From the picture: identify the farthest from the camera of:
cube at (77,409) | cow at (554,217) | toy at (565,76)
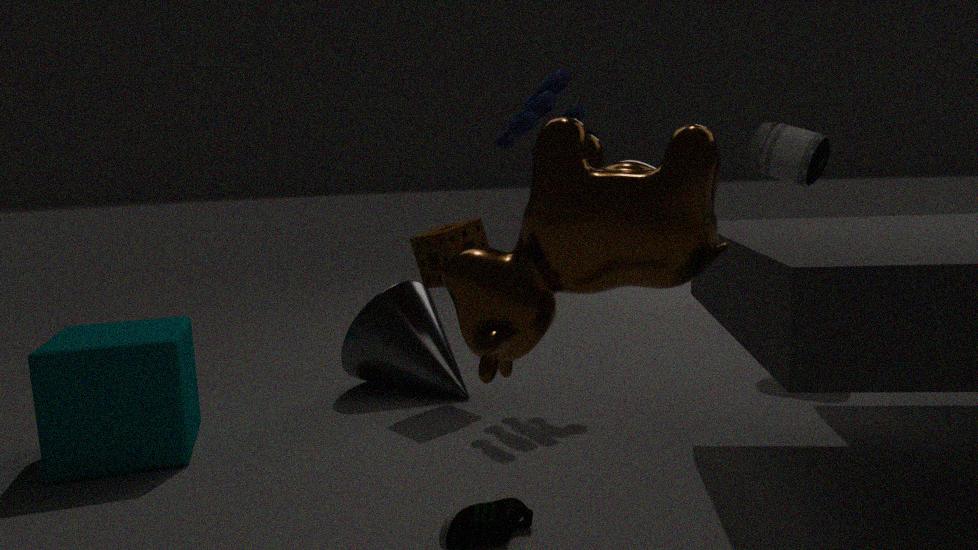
toy at (565,76)
